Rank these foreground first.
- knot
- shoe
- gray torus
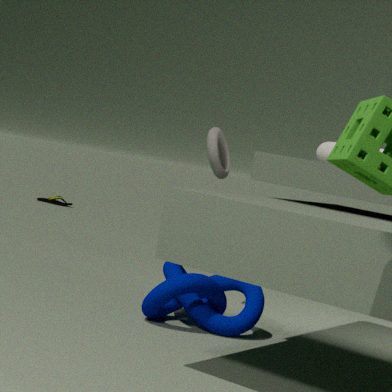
knot → gray torus → shoe
